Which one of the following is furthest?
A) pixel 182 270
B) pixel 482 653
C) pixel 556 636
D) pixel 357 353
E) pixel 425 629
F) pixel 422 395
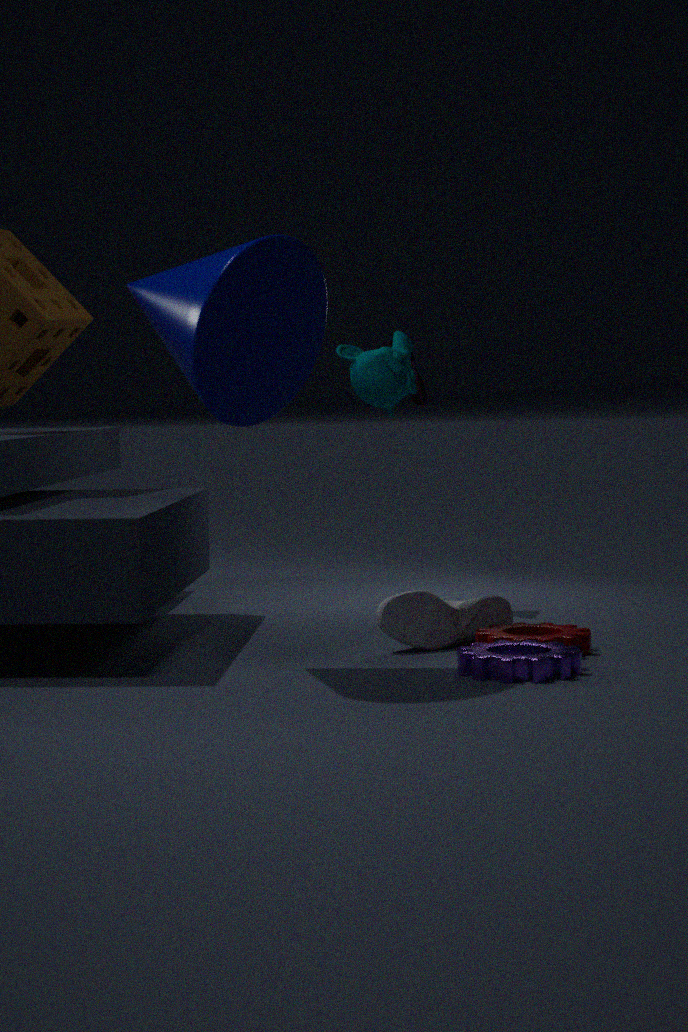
pixel 422 395
